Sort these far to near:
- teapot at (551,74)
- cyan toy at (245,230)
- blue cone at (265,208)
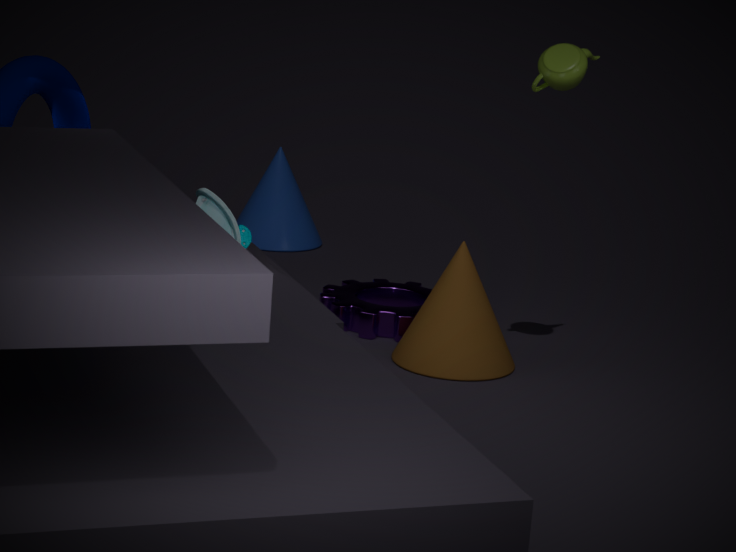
blue cone at (265,208) < teapot at (551,74) < cyan toy at (245,230)
